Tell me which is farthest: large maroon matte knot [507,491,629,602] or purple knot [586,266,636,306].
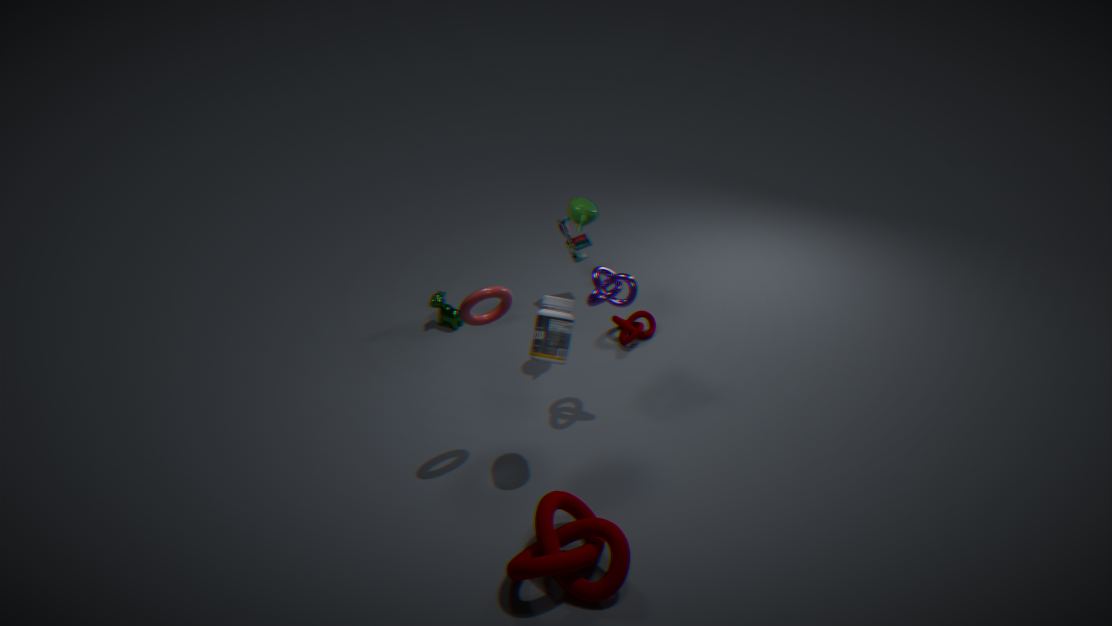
purple knot [586,266,636,306]
